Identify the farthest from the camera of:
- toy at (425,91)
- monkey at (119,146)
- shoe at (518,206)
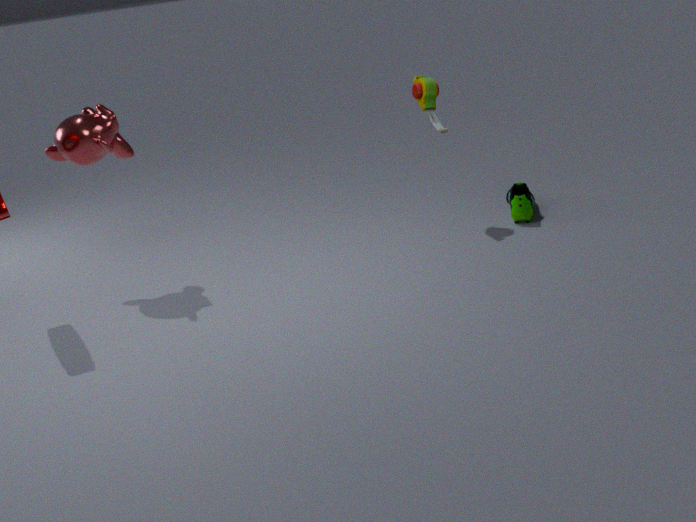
shoe at (518,206)
